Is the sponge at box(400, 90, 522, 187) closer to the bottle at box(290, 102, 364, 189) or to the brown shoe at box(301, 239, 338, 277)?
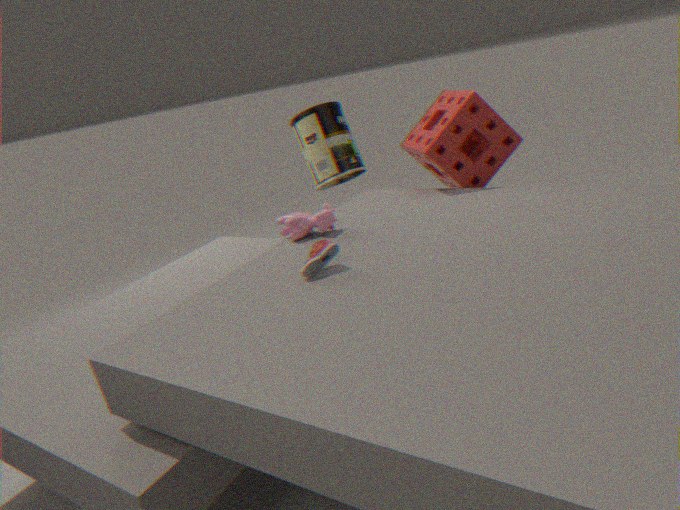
the bottle at box(290, 102, 364, 189)
